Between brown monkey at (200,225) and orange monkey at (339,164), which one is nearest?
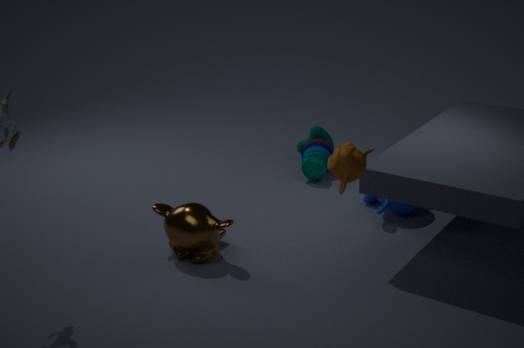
orange monkey at (339,164)
